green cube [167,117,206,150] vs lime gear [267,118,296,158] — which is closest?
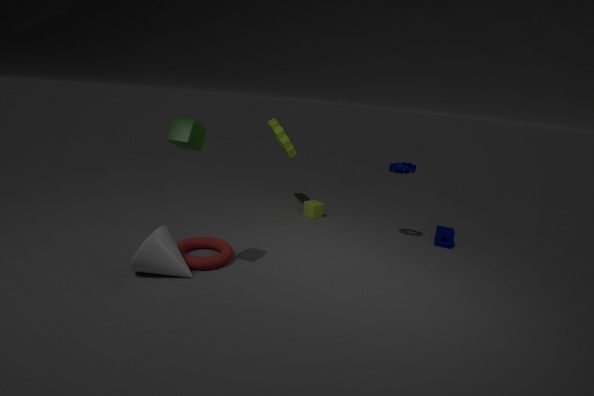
green cube [167,117,206,150]
